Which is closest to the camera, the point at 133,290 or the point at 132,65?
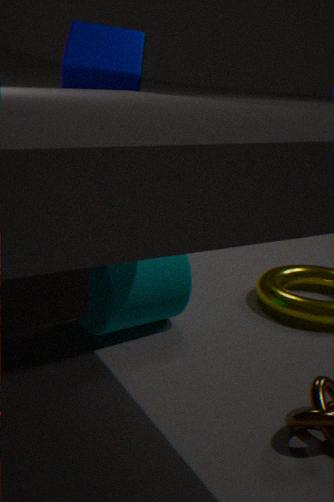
the point at 133,290
